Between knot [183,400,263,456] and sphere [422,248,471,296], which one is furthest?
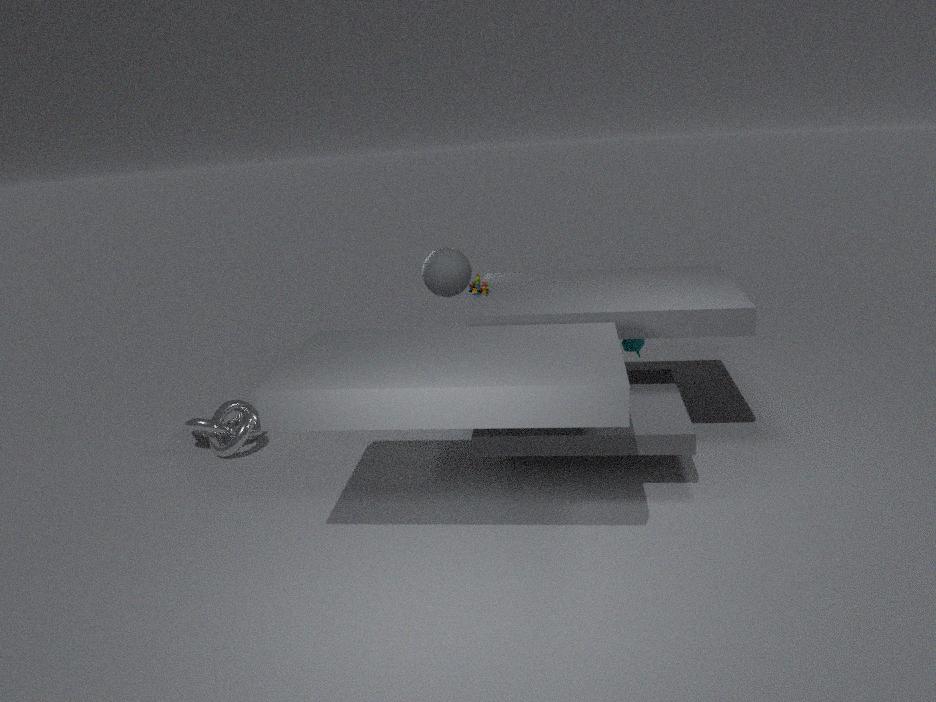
sphere [422,248,471,296]
